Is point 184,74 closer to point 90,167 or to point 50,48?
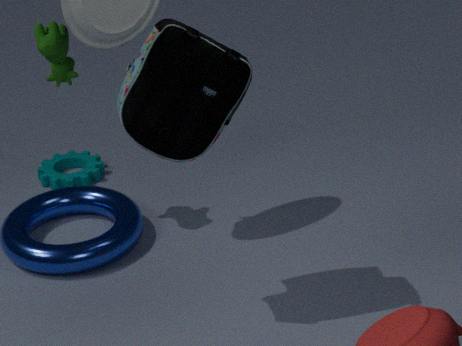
point 50,48
